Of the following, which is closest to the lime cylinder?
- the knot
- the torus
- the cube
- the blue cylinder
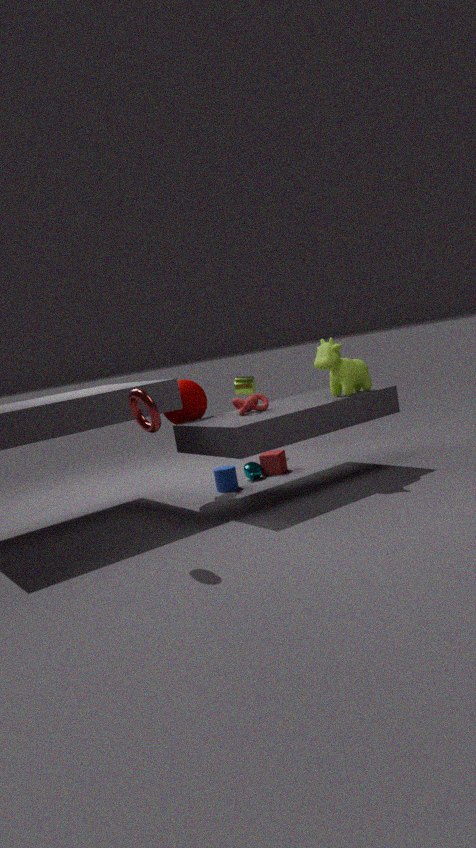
the cube
